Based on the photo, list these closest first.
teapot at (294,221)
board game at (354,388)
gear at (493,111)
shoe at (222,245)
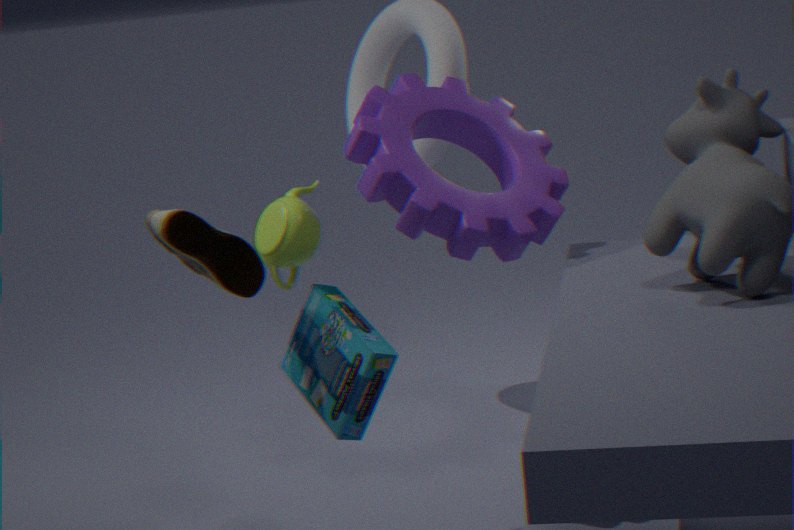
shoe at (222,245)
board game at (354,388)
teapot at (294,221)
gear at (493,111)
